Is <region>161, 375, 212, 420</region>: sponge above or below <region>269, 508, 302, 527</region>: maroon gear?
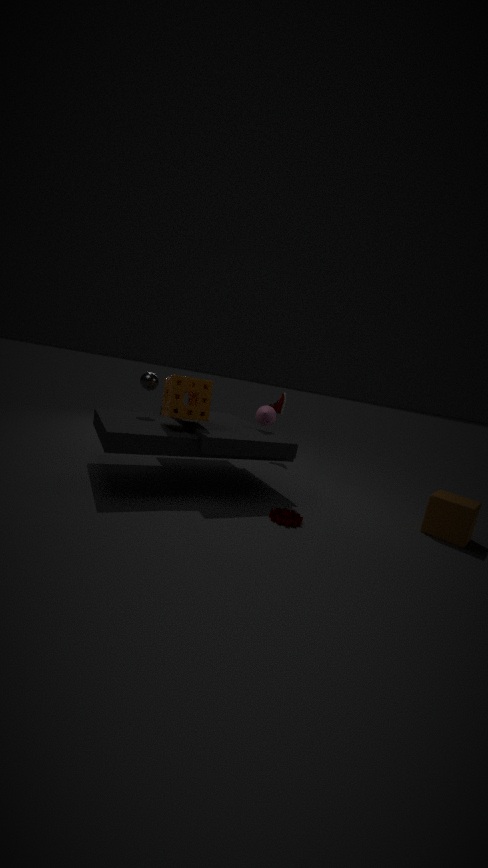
above
